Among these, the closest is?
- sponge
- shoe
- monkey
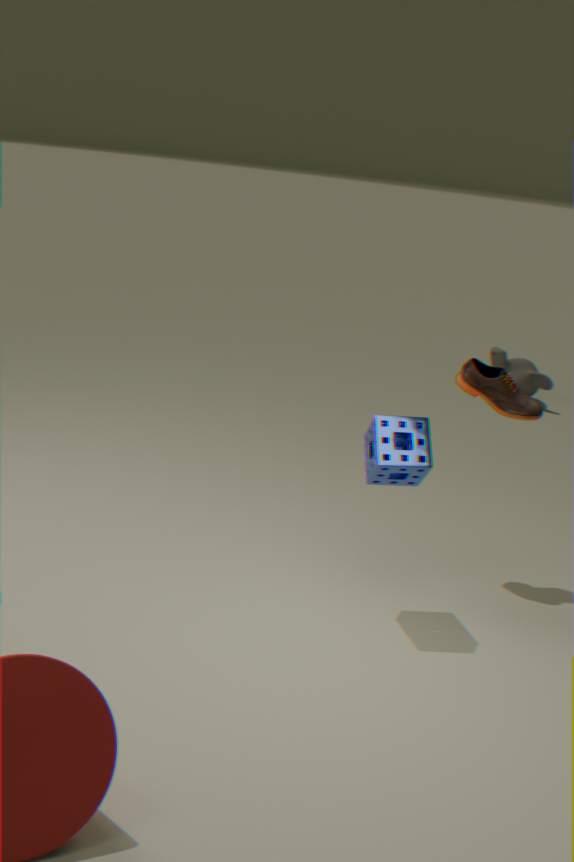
sponge
